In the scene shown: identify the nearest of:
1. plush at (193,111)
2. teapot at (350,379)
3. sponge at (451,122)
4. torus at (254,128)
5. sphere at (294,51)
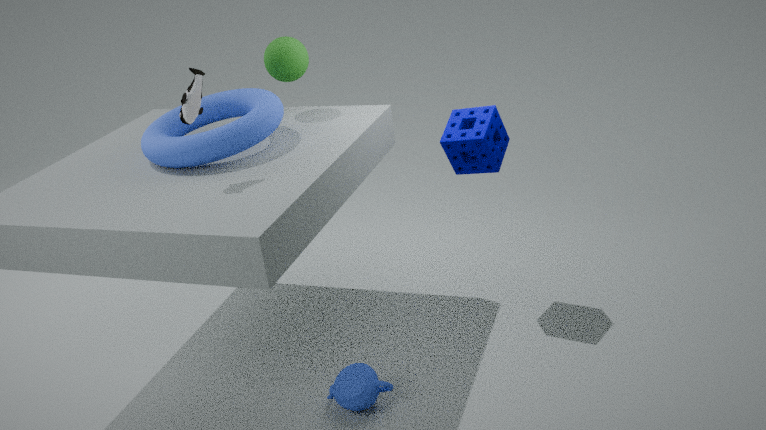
plush at (193,111)
